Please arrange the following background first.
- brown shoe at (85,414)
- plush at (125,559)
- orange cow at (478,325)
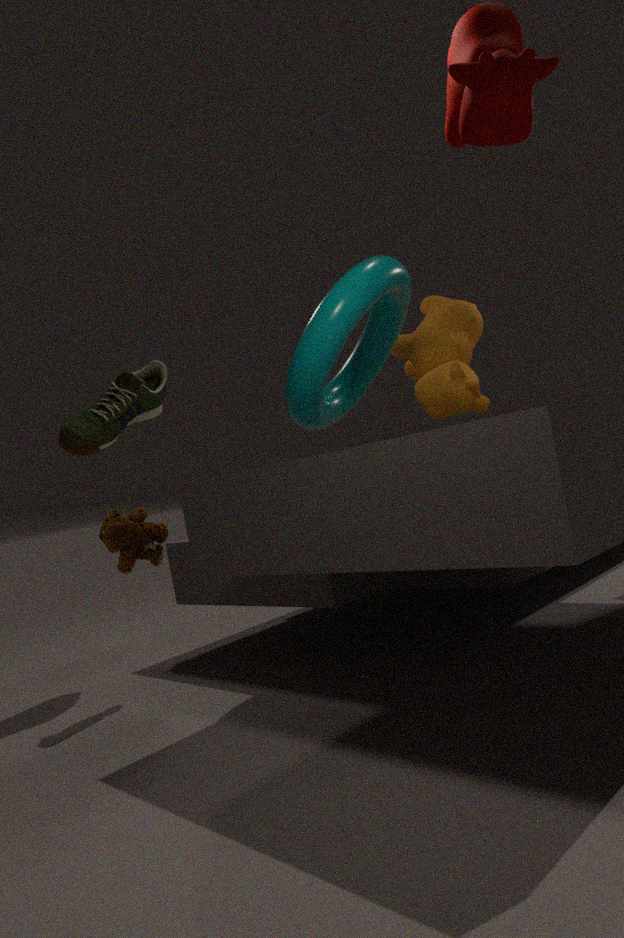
1. brown shoe at (85,414)
2. orange cow at (478,325)
3. plush at (125,559)
